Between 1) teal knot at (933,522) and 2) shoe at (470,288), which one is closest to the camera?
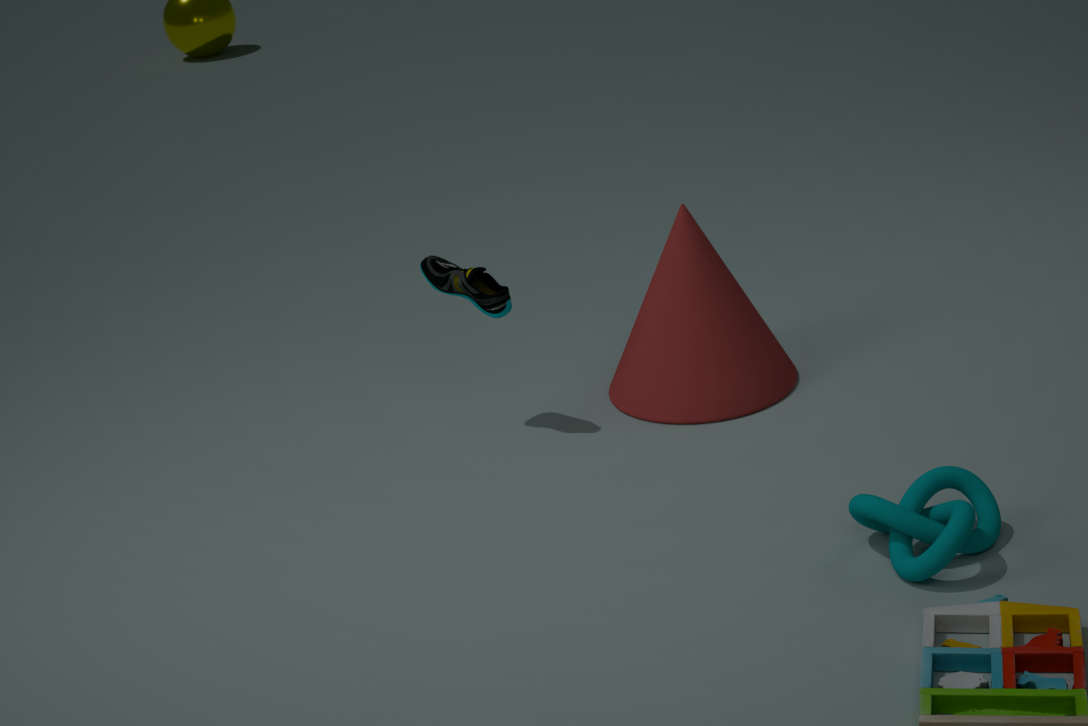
1. teal knot at (933,522)
